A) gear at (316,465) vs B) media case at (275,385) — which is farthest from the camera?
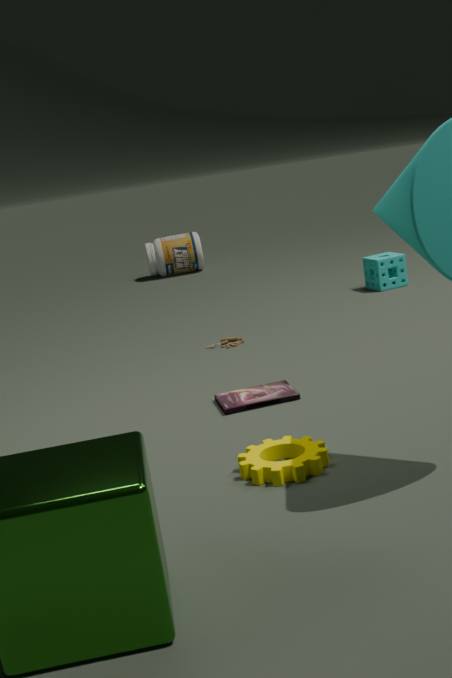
B. media case at (275,385)
